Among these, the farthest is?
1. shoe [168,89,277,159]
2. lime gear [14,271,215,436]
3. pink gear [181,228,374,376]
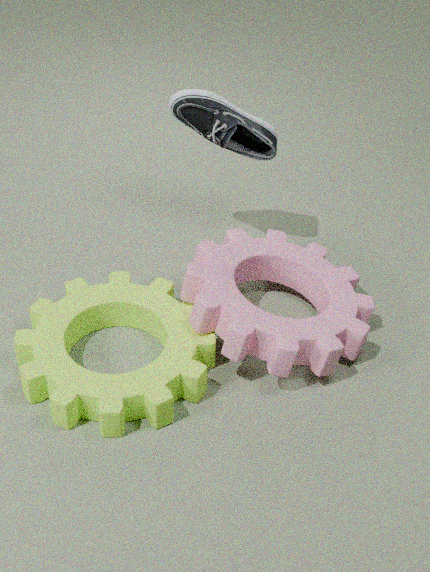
shoe [168,89,277,159]
